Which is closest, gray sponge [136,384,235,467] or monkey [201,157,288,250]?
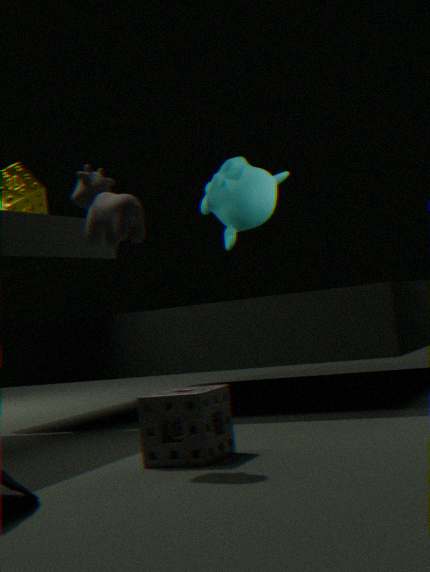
gray sponge [136,384,235,467]
